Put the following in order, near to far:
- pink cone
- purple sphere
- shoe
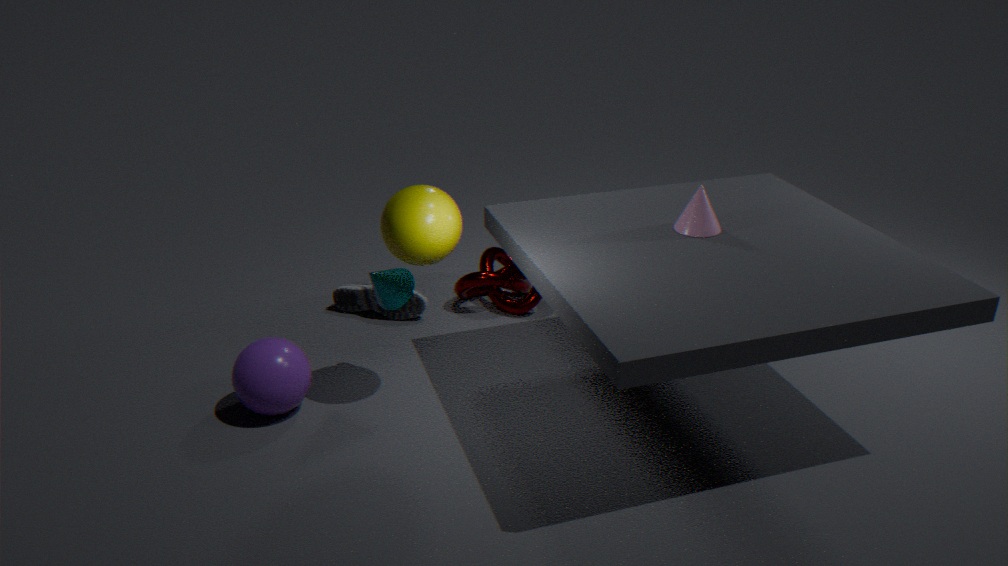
purple sphere → pink cone → shoe
